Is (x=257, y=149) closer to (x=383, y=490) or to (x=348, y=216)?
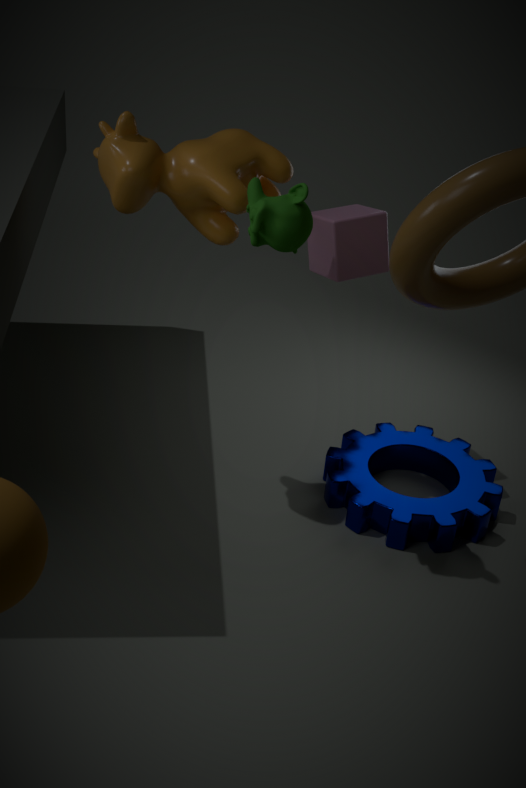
(x=348, y=216)
